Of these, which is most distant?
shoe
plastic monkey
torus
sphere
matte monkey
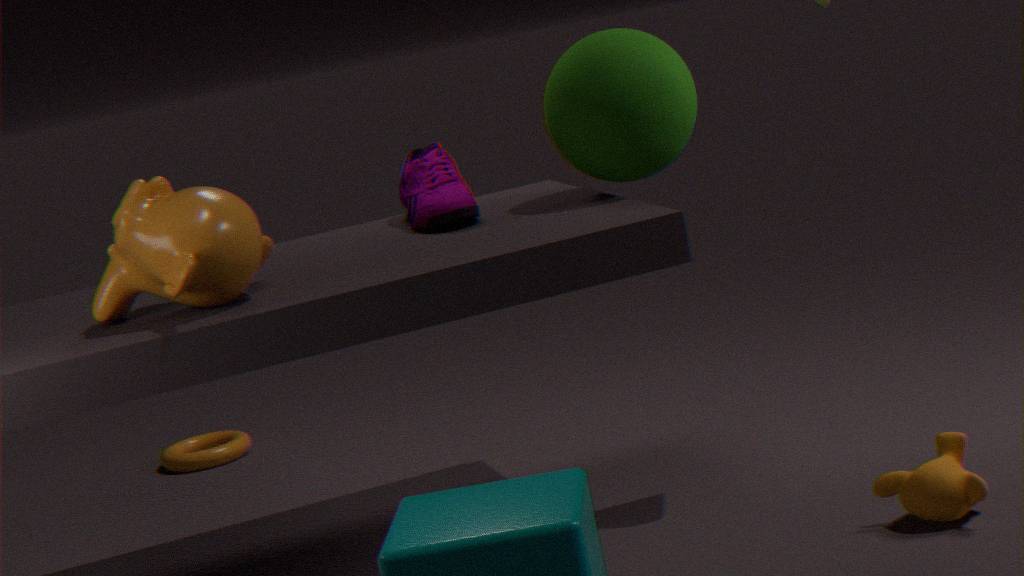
torus
